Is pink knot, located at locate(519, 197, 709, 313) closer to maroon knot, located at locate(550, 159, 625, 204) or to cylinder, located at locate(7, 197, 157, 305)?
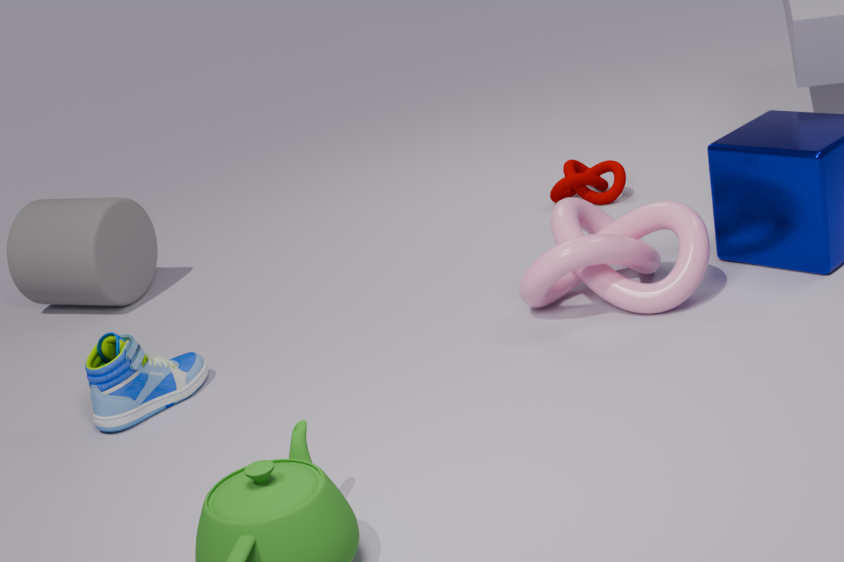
maroon knot, located at locate(550, 159, 625, 204)
